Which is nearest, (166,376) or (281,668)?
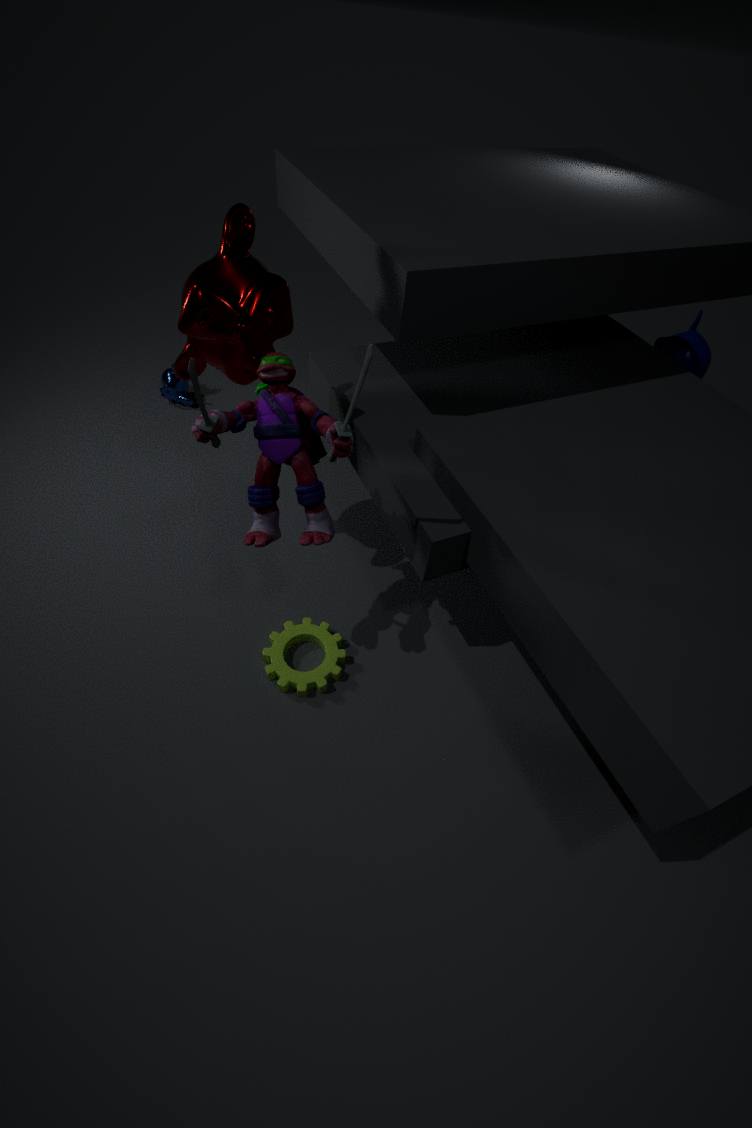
(281,668)
